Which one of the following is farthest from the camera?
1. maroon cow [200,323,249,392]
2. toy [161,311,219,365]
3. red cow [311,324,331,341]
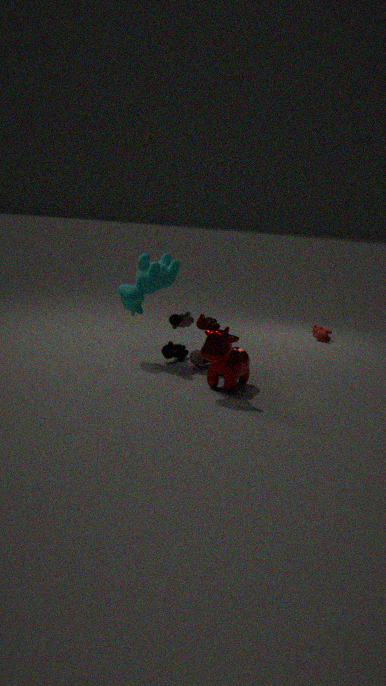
red cow [311,324,331,341]
